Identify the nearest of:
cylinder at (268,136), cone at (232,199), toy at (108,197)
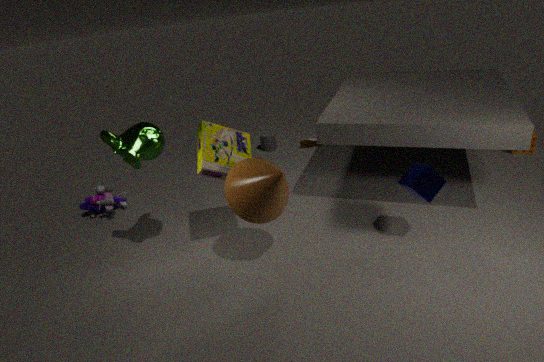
cone at (232,199)
